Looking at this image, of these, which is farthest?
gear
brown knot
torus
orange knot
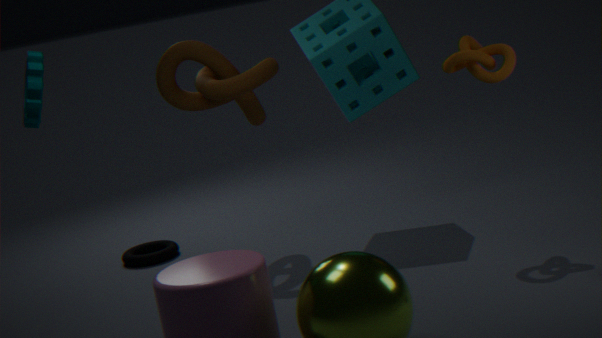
torus
